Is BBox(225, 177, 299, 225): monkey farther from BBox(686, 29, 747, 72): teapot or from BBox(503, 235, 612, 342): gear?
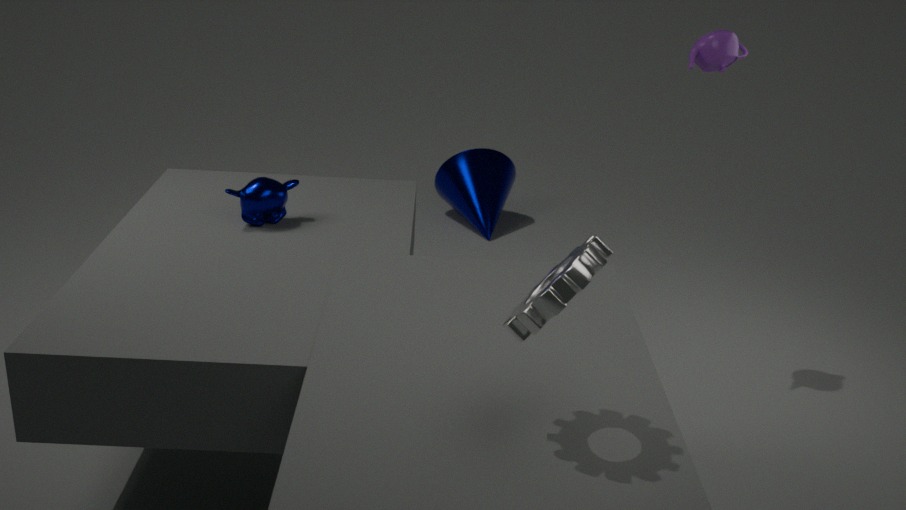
BBox(686, 29, 747, 72): teapot
